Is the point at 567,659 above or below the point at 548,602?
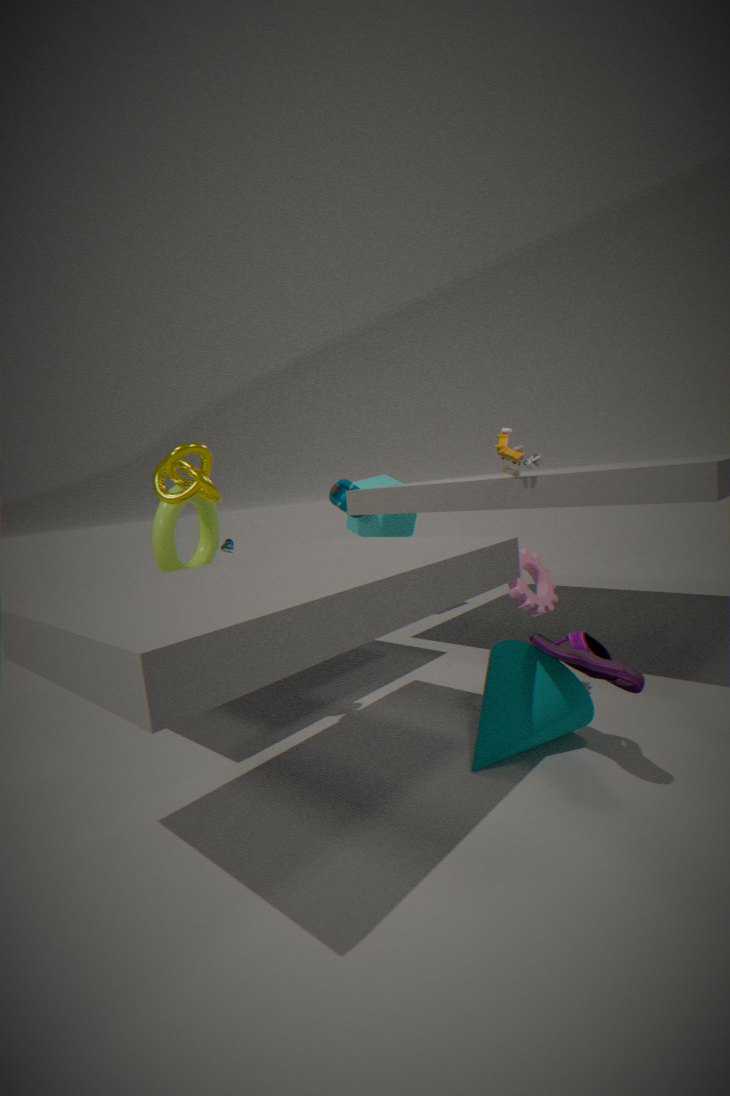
below
